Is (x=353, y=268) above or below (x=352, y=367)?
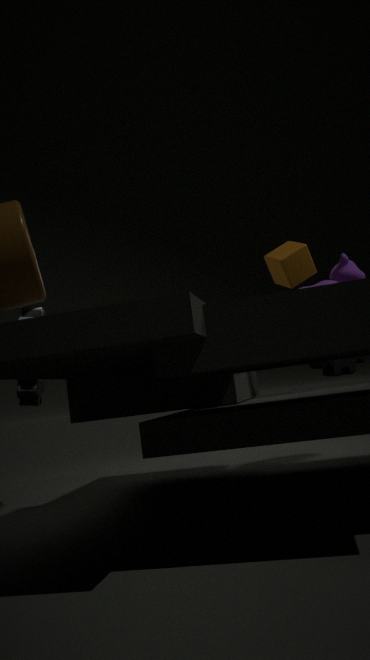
above
